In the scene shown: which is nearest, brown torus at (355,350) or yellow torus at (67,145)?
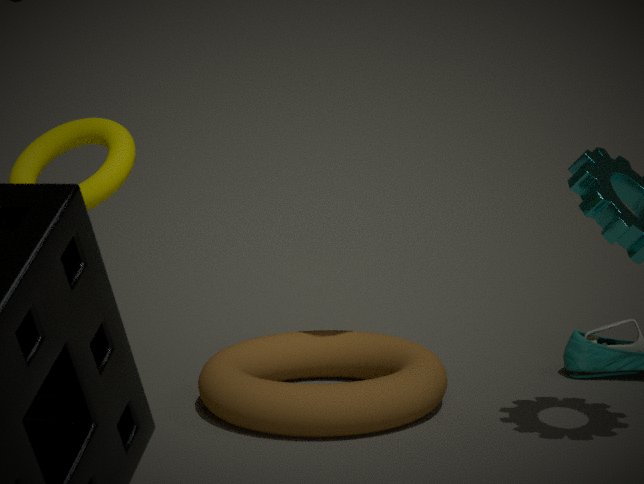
yellow torus at (67,145)
